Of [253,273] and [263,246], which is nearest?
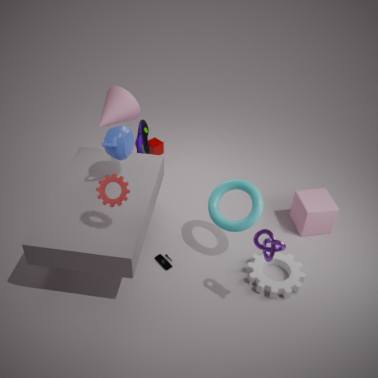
[263,246]
